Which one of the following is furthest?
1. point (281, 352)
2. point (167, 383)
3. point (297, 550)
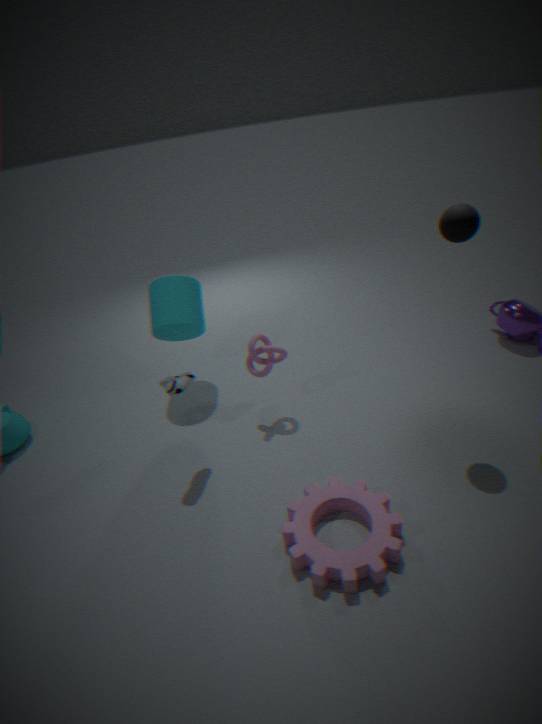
point (281, 352)
